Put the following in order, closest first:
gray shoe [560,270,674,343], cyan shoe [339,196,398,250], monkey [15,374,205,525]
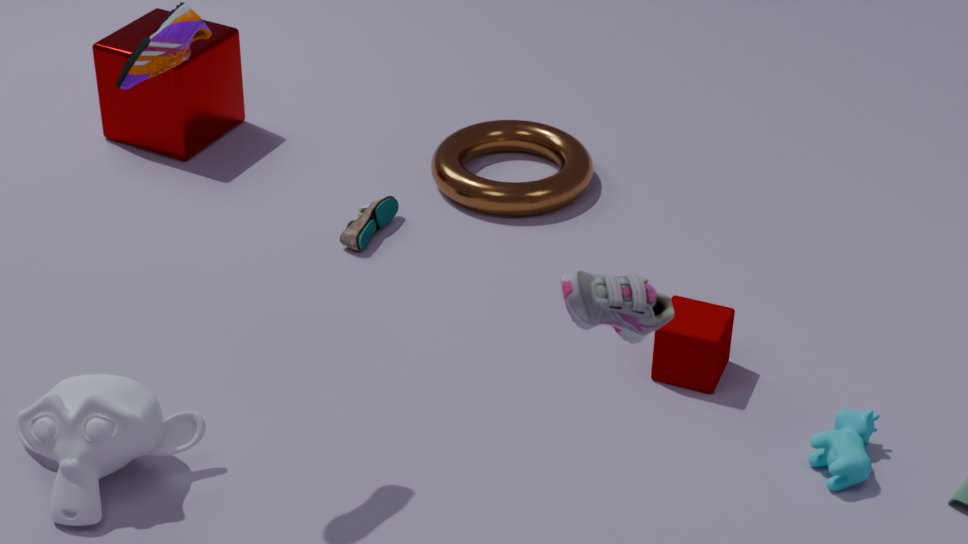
gray shoe [560,270,674,343]
monkey [15,374,205,525]
cyan shoe [339,196,398,250]
